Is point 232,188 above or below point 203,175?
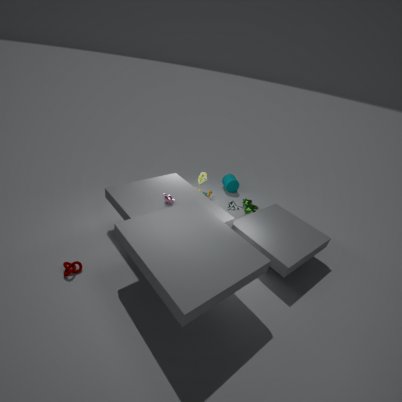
below
